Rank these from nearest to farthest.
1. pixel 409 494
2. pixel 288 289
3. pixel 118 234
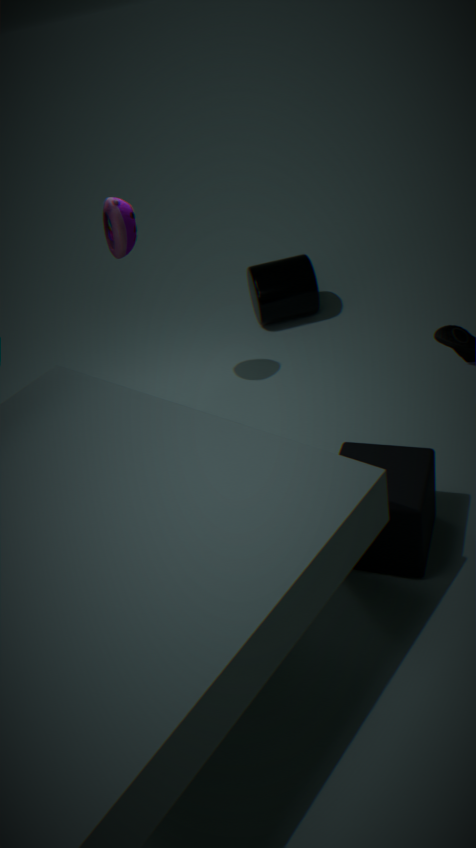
pixel 409 494 → pixel 118 234 → pixel 288 289
